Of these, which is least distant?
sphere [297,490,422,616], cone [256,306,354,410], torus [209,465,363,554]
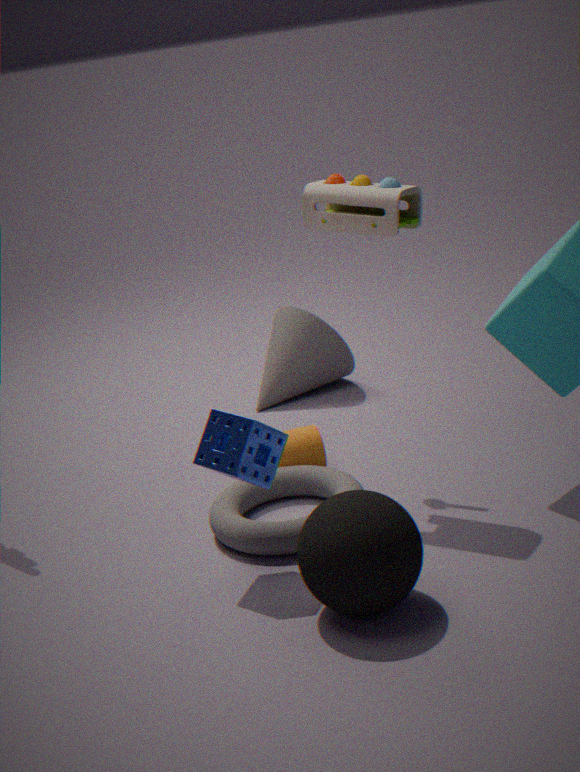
sphere [297,490,422,616]
